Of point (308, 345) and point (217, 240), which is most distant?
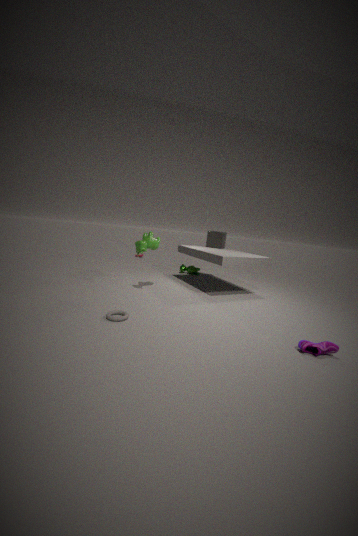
point (217, 240)
